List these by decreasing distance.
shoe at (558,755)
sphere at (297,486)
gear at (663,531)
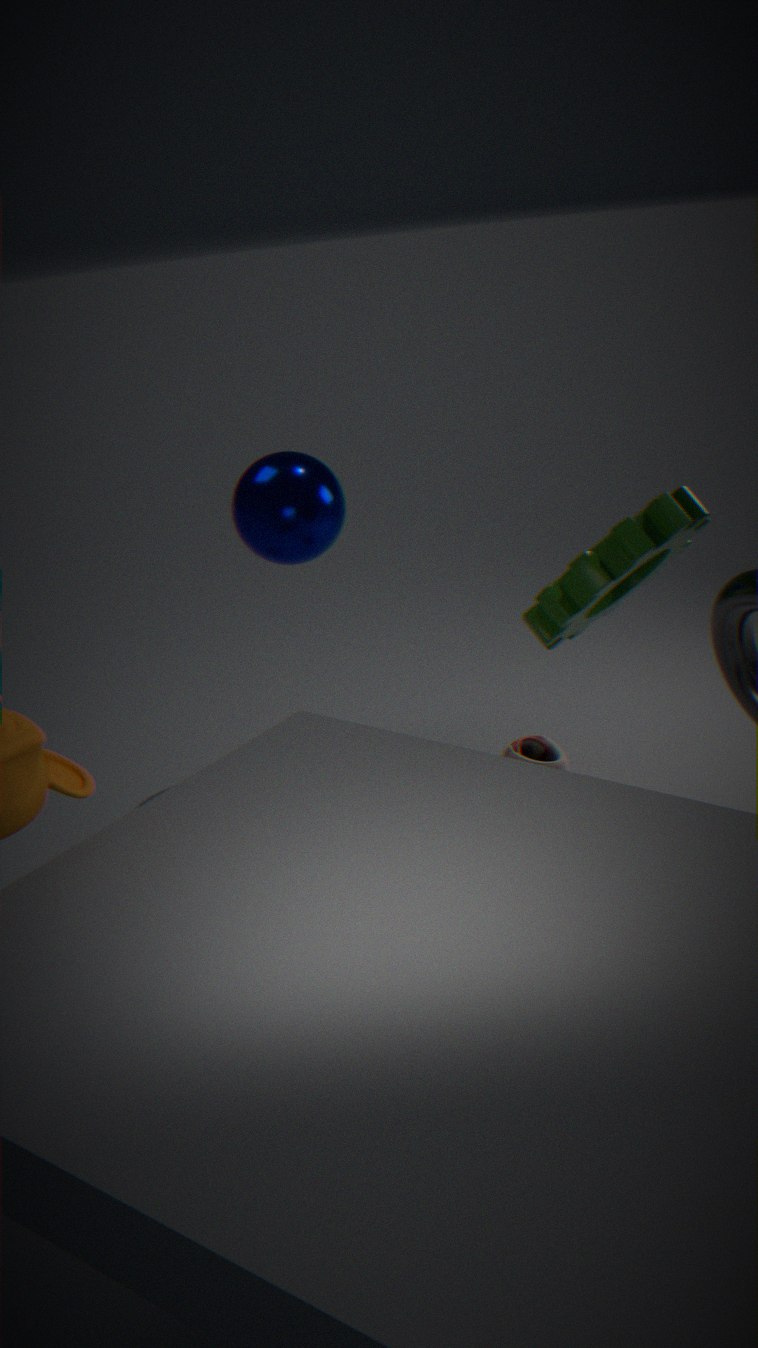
sphere at (297,486)
shoe at (558,755)
gear at (663,531)
